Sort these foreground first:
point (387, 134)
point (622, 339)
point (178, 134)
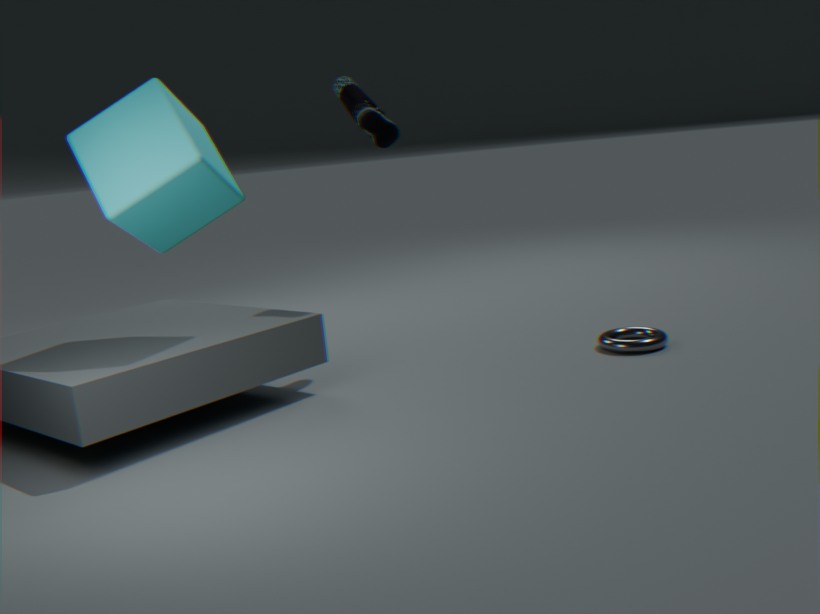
point (178, 134) → point (387, 134) → point (622, 339)
